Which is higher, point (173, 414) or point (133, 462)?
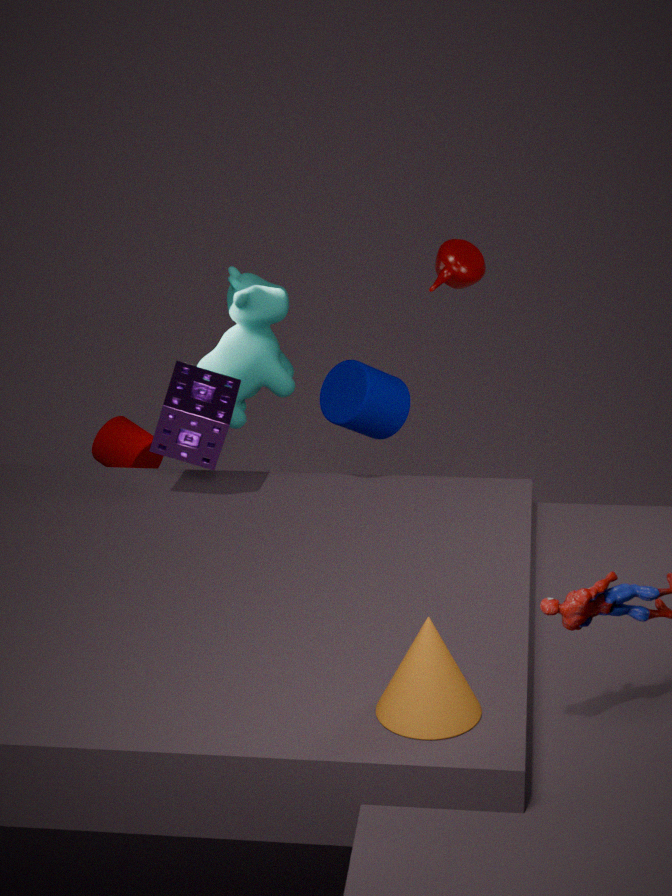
point (173, 414)
